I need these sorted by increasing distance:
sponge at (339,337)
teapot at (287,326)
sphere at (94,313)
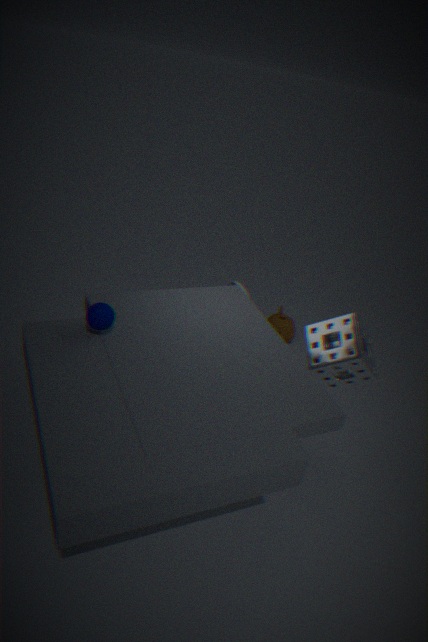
sphere at (94,313), sponge at (339,337), teapot at (287,326)
